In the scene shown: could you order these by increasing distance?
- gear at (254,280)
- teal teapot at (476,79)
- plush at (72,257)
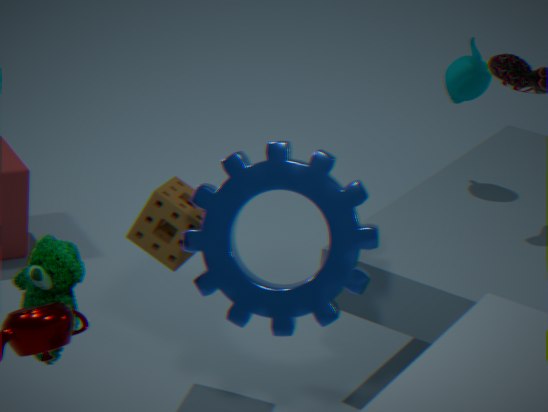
plush at (72,257)
gear at (254,280)
teal teapot at (476,79)
